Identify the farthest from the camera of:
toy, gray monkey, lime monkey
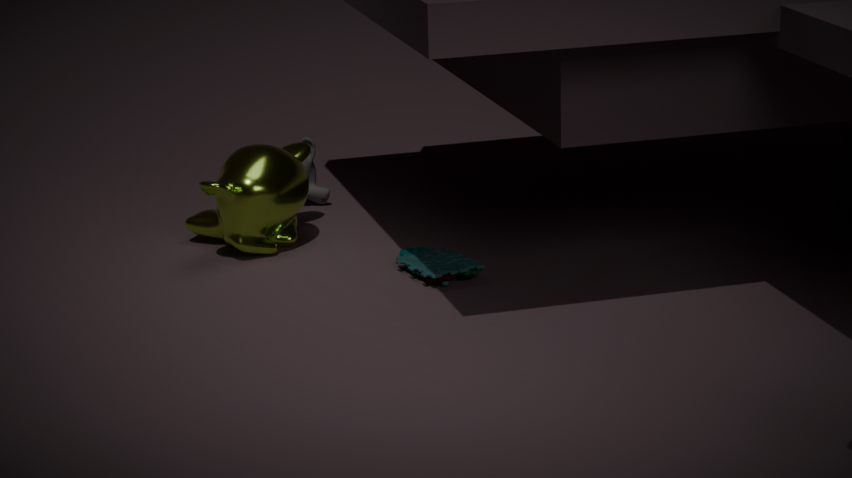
gray monkey
